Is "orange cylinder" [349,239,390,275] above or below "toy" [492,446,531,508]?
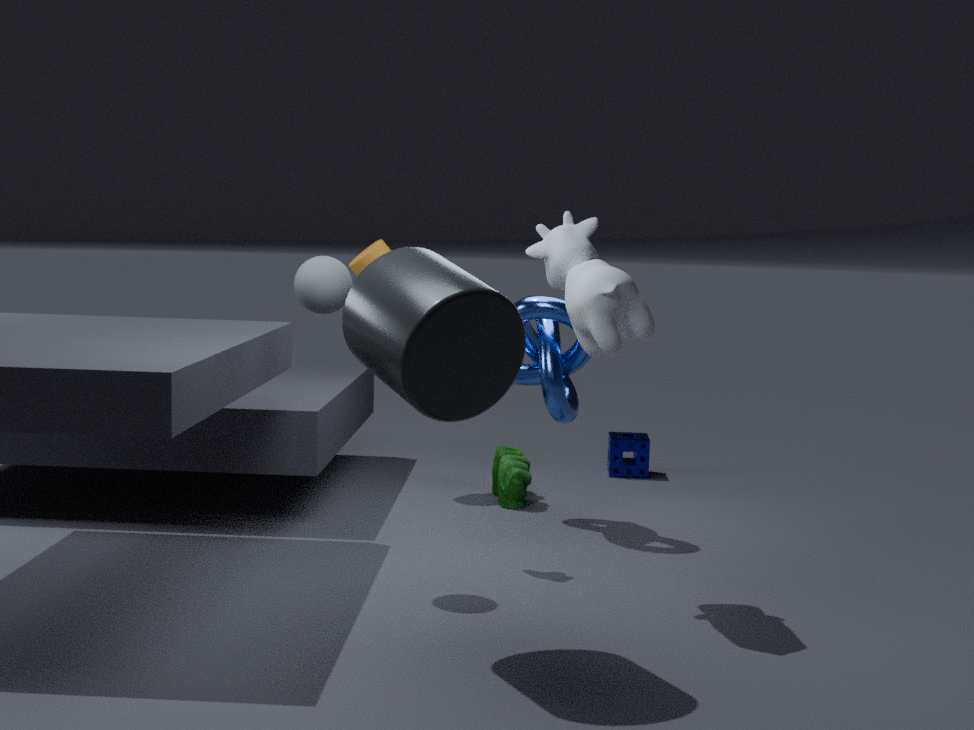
above
